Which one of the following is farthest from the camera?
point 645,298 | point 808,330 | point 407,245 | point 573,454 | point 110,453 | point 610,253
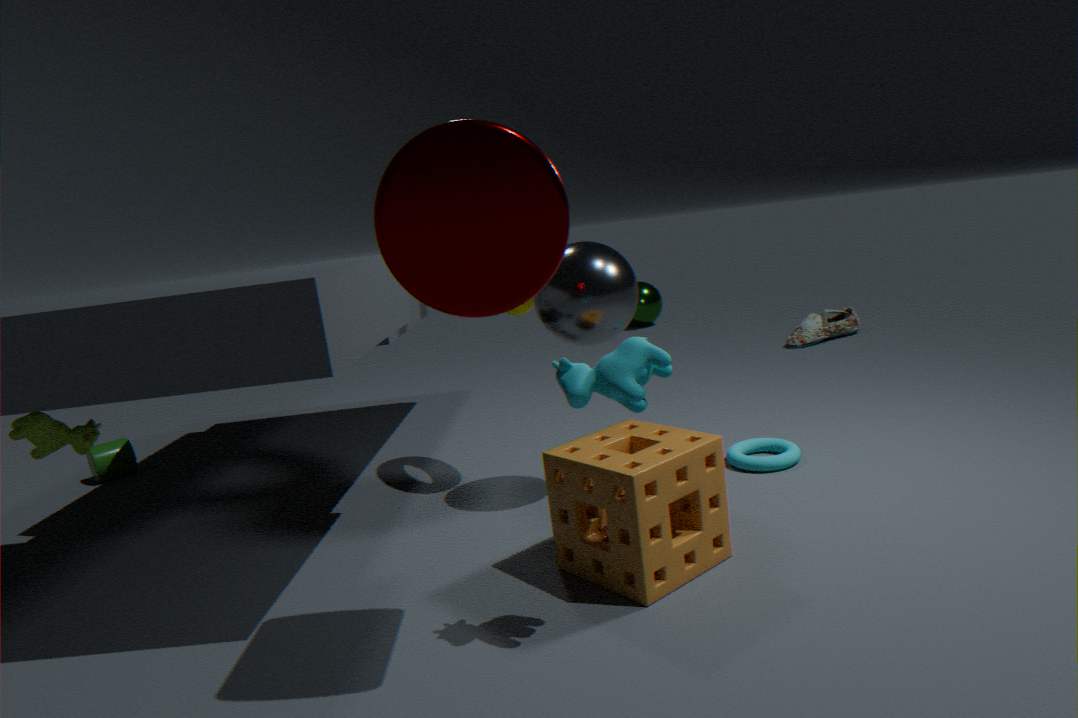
point 645,298
